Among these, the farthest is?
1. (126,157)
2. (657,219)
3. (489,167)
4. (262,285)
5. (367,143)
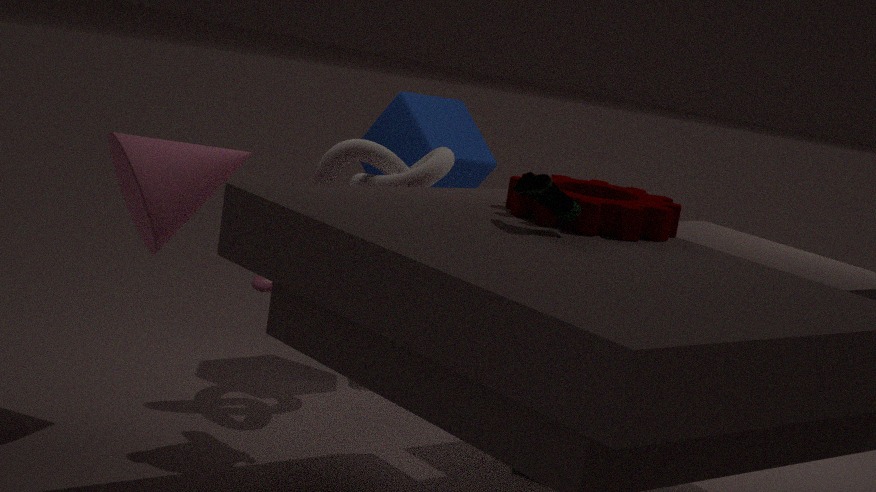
(489,167)
